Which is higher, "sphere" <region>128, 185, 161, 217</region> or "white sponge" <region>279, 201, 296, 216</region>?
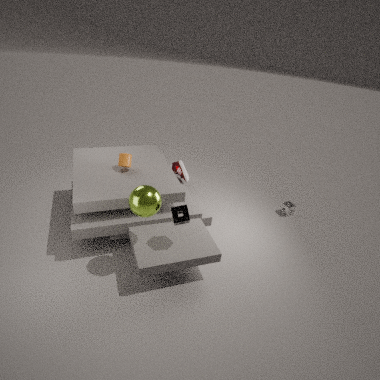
"sphere" <region>128, 185, 161, 217</region>
